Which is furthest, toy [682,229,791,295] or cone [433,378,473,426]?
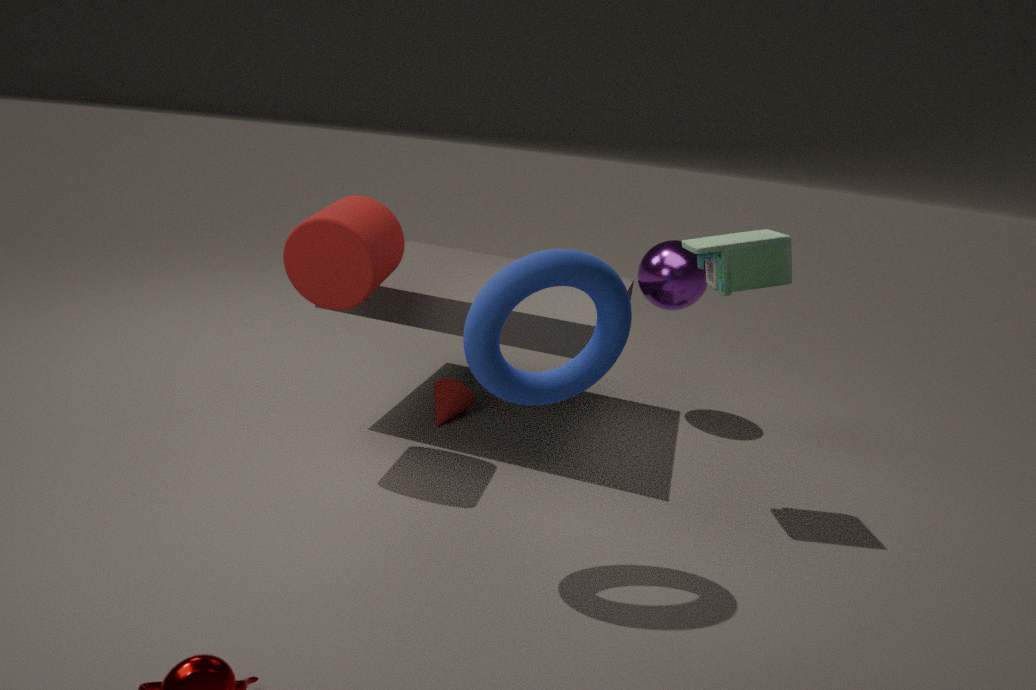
cone [433,378,473,426]
